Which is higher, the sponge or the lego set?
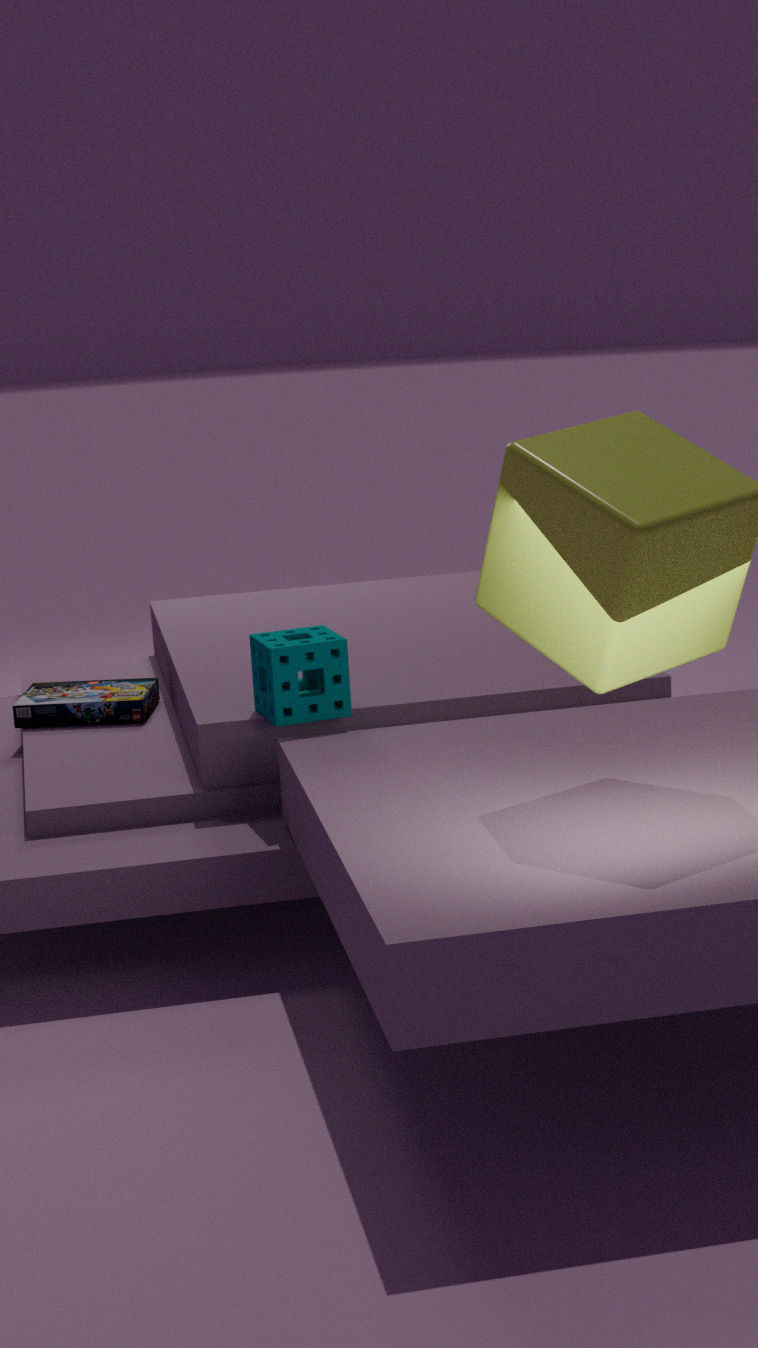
the sponge
